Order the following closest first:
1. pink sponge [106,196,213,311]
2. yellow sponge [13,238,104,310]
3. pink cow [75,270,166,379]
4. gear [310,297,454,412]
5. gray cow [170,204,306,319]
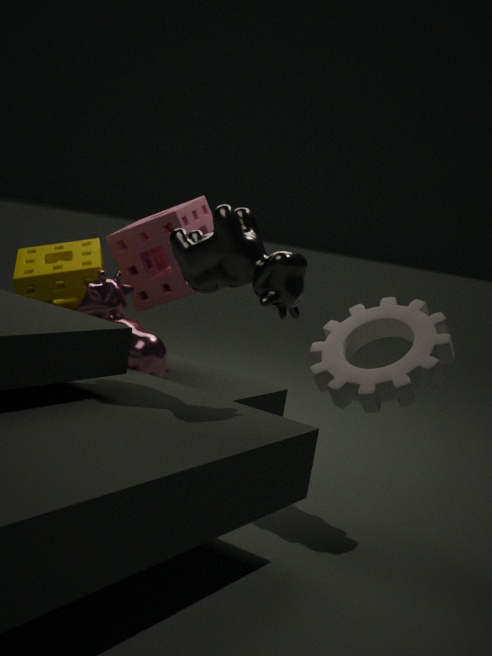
gray cow [170,204,306,319] < gear [310,297,454,412] < pink cow [75,270,166,379] < yellow sponge [13,238,104,310] < pink sponge [106,196,213,311]
